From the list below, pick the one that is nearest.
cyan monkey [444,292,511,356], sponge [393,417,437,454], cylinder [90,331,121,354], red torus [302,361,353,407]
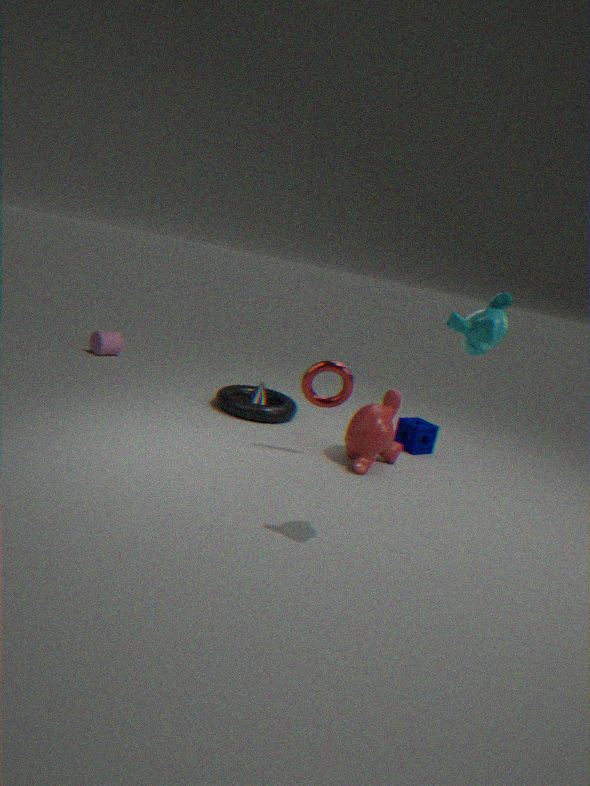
cyan monkey [444,292,511,356]
